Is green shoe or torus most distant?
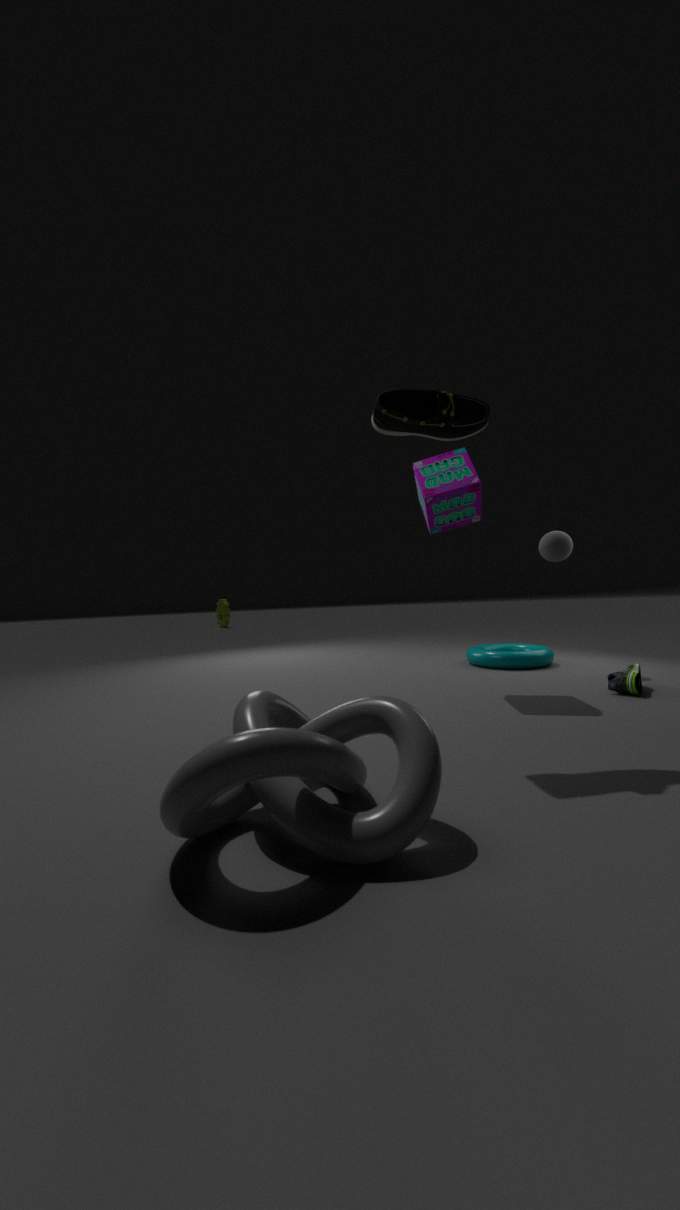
torus
